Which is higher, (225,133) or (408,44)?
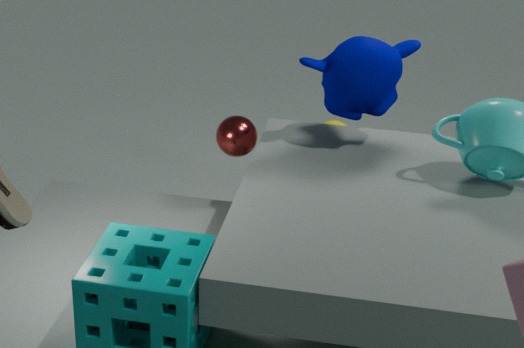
(408,44)
